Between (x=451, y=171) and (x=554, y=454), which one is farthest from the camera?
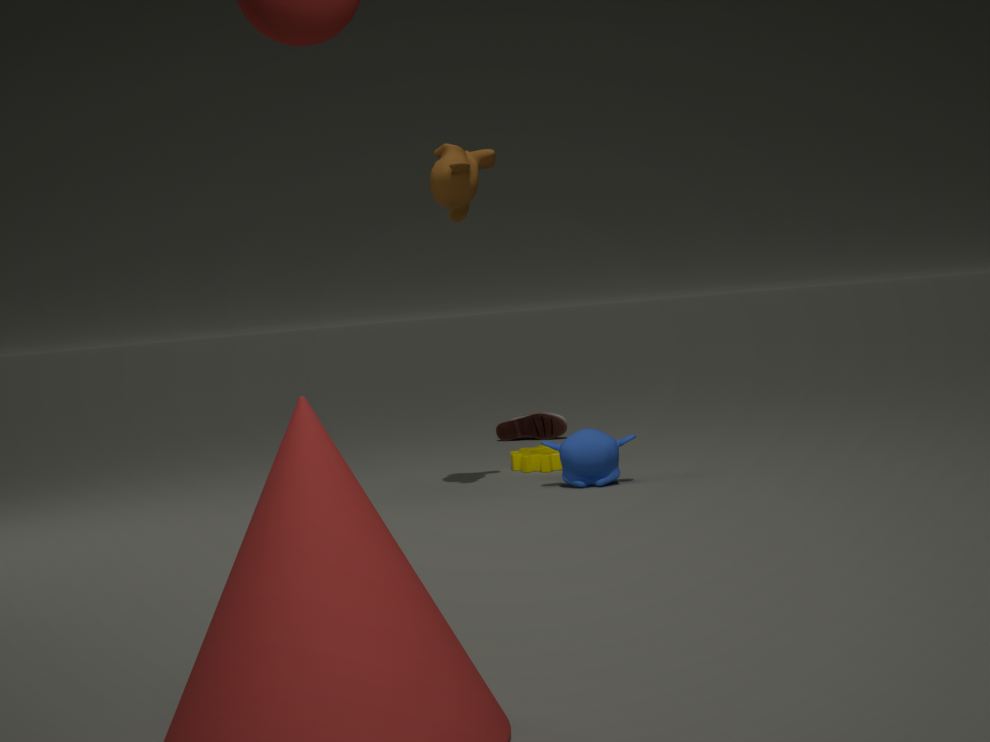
(x=554, y=454)
